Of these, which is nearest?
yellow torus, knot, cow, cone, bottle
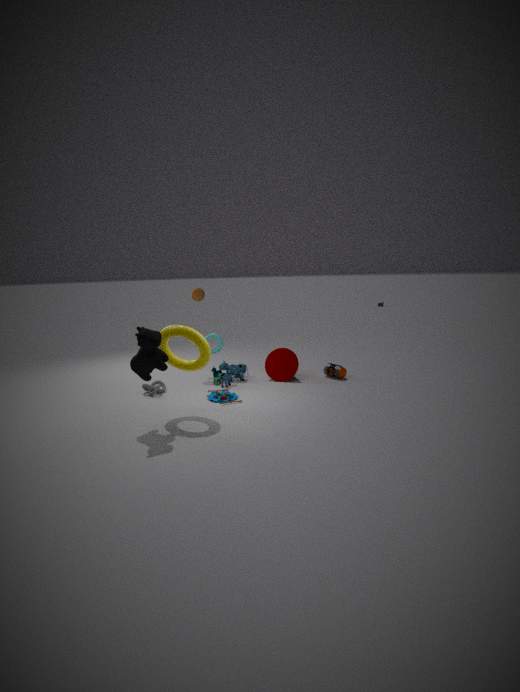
cow
